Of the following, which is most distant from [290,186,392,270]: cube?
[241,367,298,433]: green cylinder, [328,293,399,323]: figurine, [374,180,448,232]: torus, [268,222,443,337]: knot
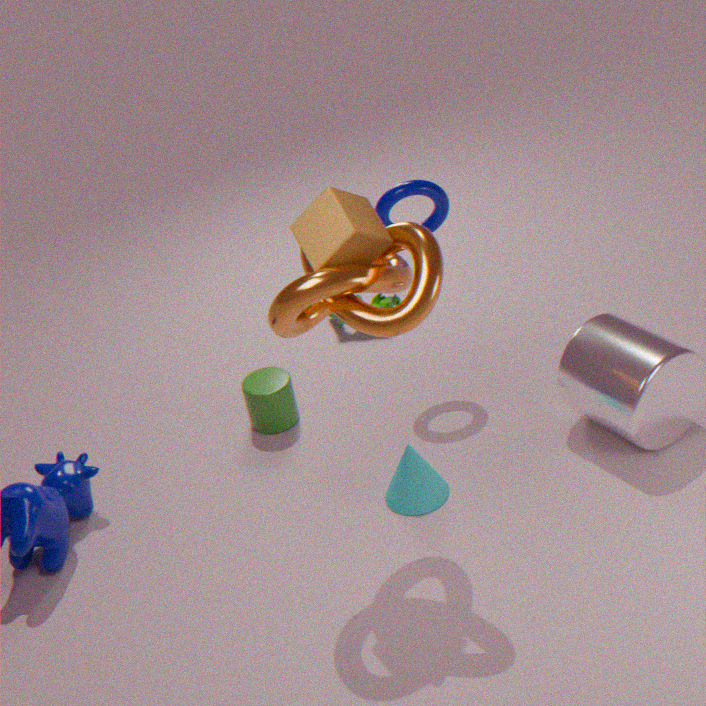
[328,293,399,323]: figurine
